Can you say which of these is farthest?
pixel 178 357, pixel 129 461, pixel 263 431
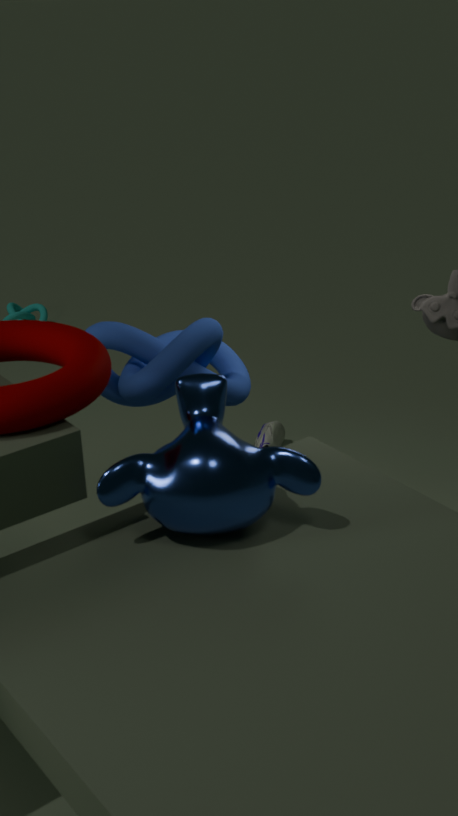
pixel 263 431
